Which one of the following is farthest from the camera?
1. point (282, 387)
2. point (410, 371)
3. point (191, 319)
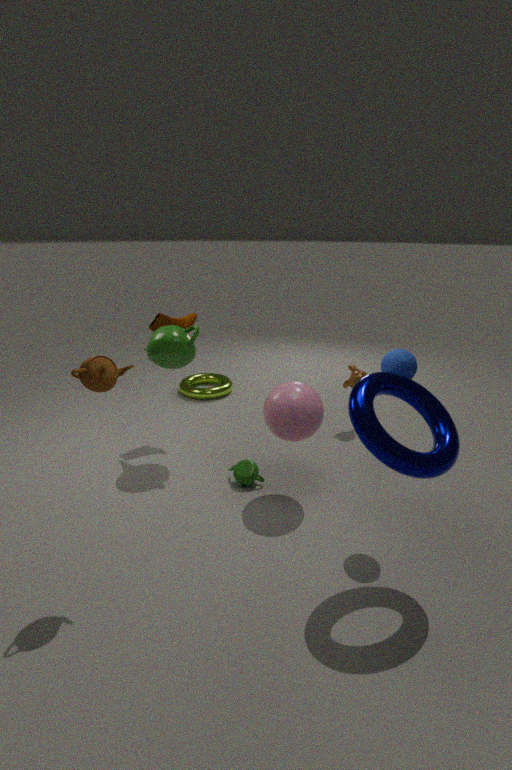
point (191, 319)
